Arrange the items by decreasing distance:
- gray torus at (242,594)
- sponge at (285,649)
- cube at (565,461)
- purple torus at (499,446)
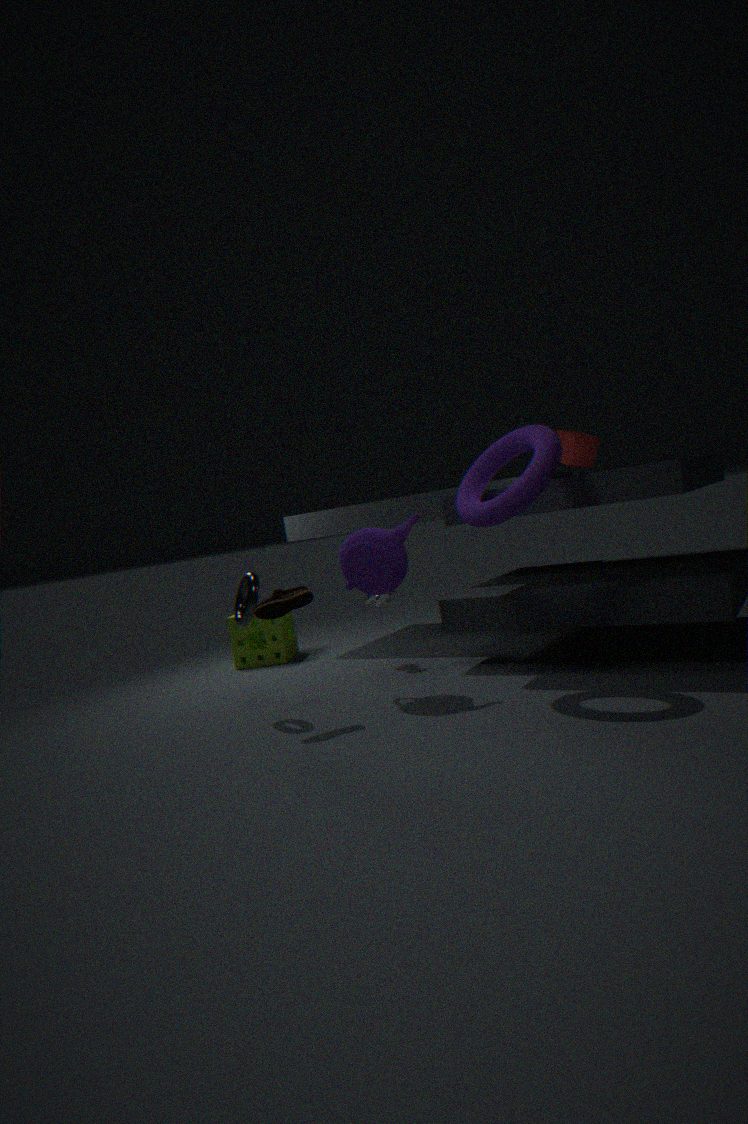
sponge at (285,649)
cube at (565,461)
gray torus at (242,594)
purple torus at (499,446)
